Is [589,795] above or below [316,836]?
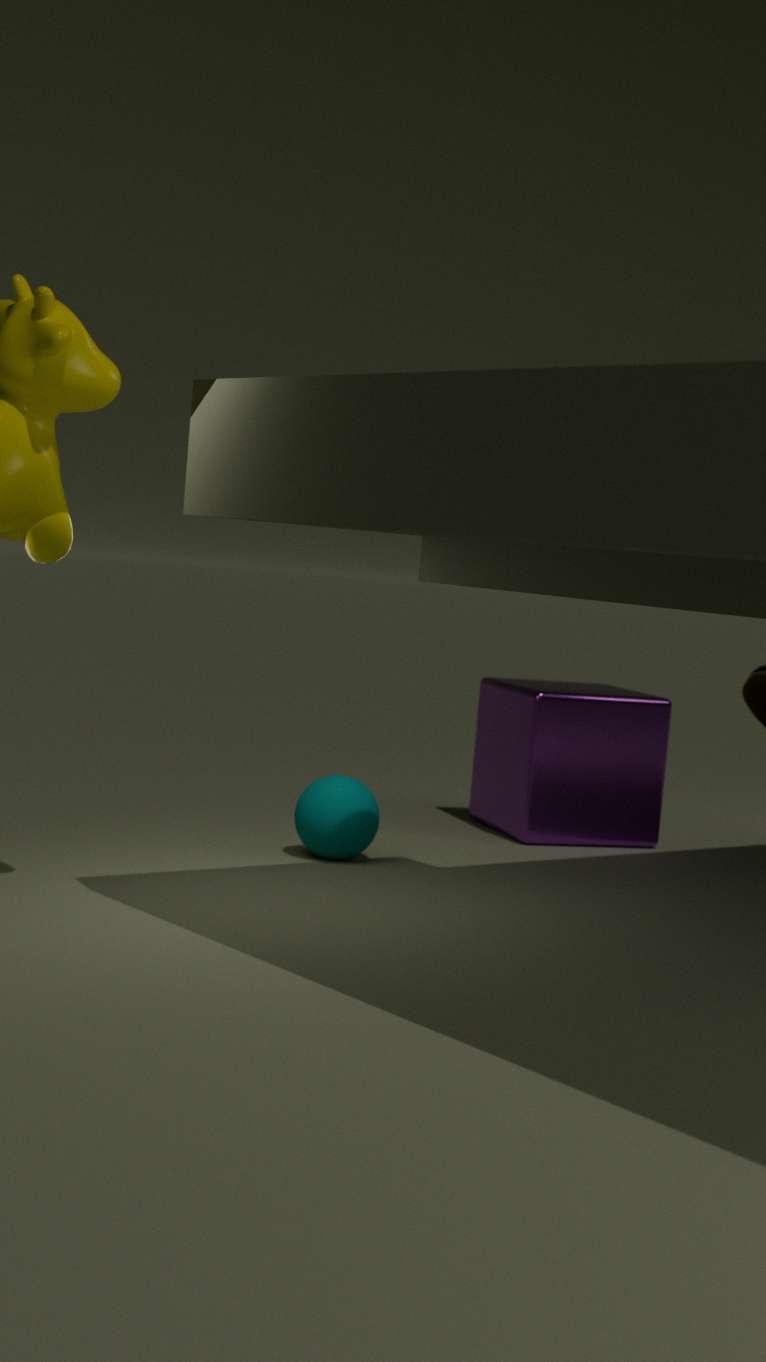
above
